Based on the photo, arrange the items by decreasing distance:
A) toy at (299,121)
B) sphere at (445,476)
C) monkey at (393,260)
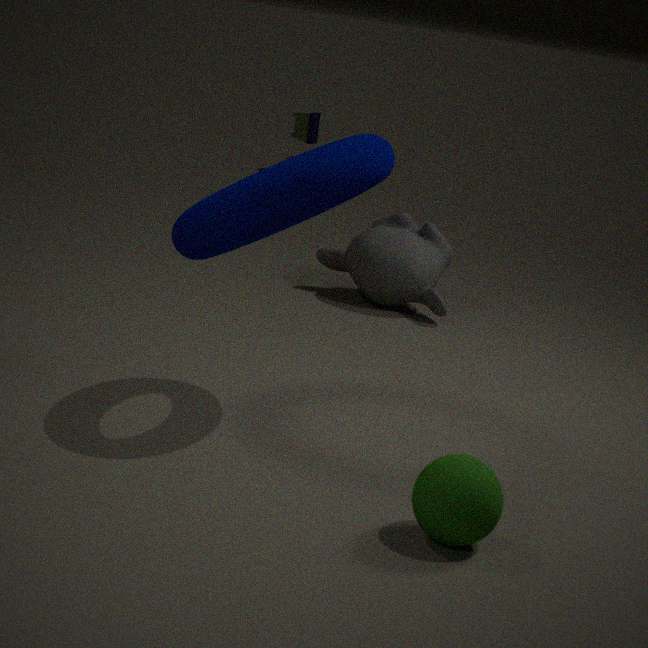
toy at (299,121)
monkey at (393,260)
sphere at (445,476)
